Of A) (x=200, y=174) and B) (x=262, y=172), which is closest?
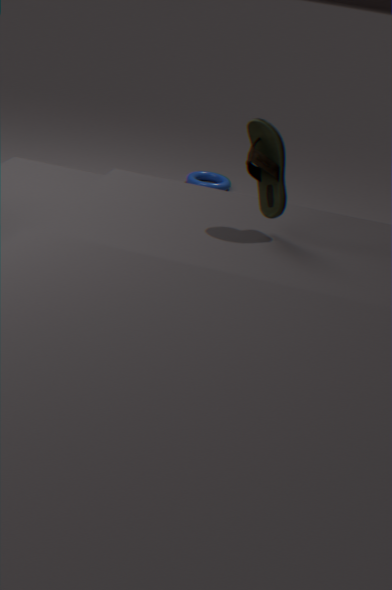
B. (x=262, y=172)
